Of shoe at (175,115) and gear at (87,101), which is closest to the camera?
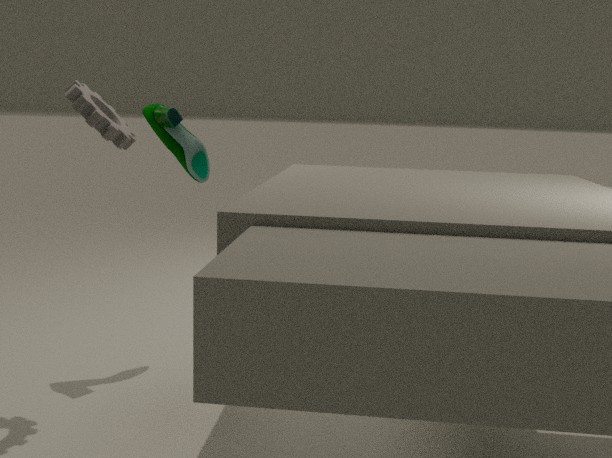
gear at (87,101)
